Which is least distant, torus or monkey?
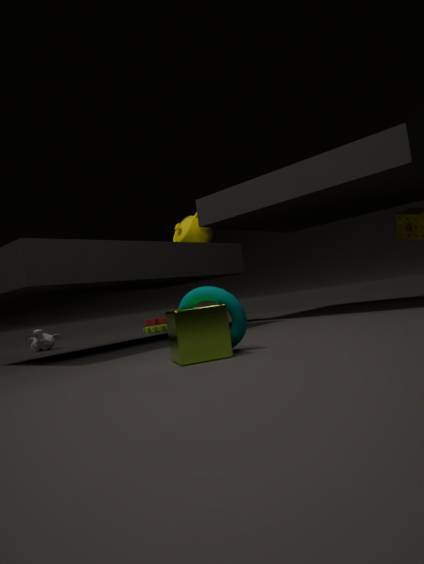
torus
